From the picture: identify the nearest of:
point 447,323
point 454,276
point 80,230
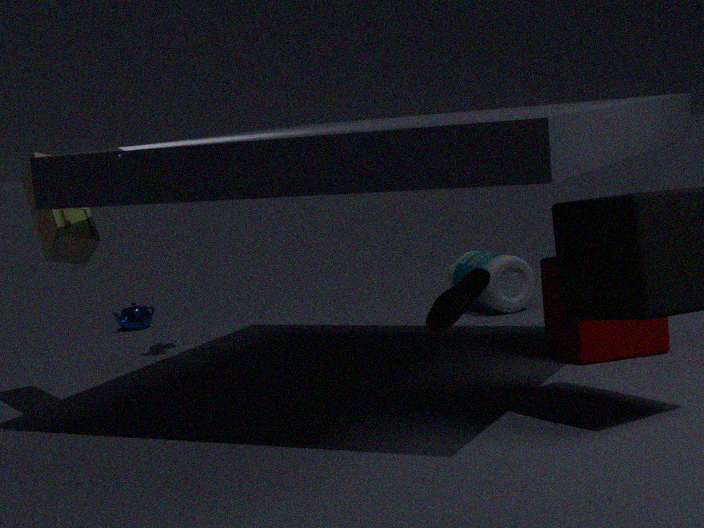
point 447,323
